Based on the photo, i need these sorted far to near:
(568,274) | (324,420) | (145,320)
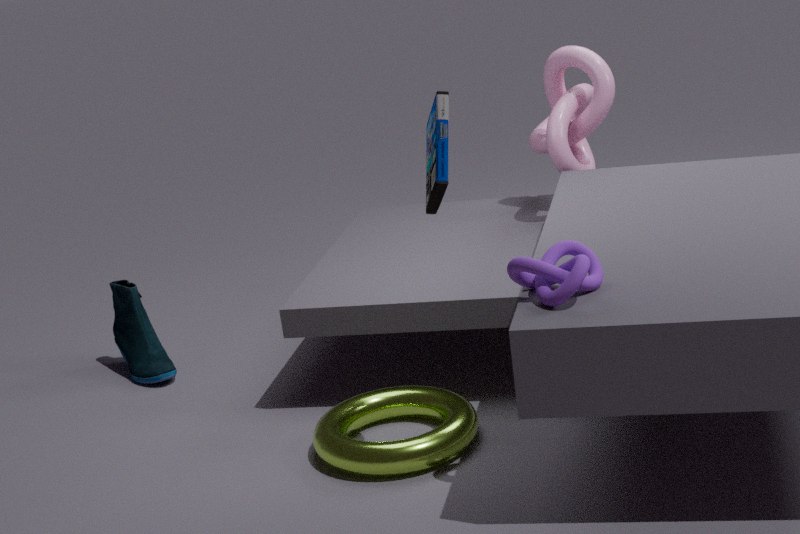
1. (145,320)
2. (324,420)
3. (568,274)
